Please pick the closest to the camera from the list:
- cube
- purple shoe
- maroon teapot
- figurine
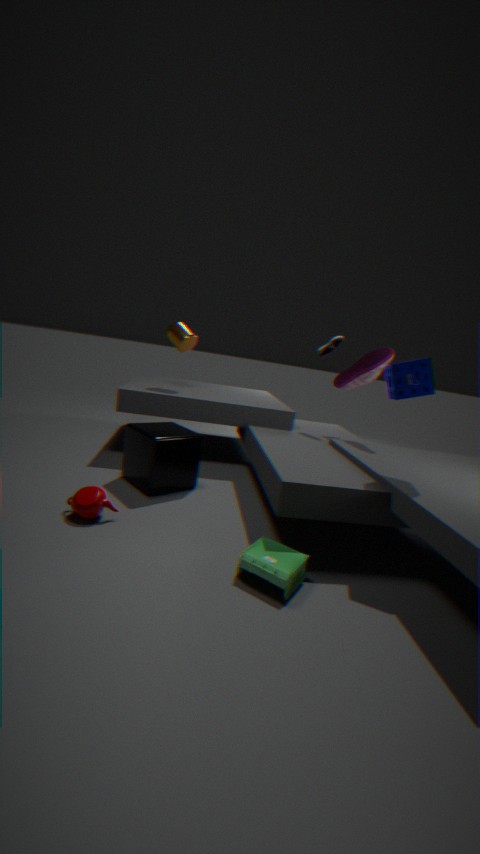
figurine
